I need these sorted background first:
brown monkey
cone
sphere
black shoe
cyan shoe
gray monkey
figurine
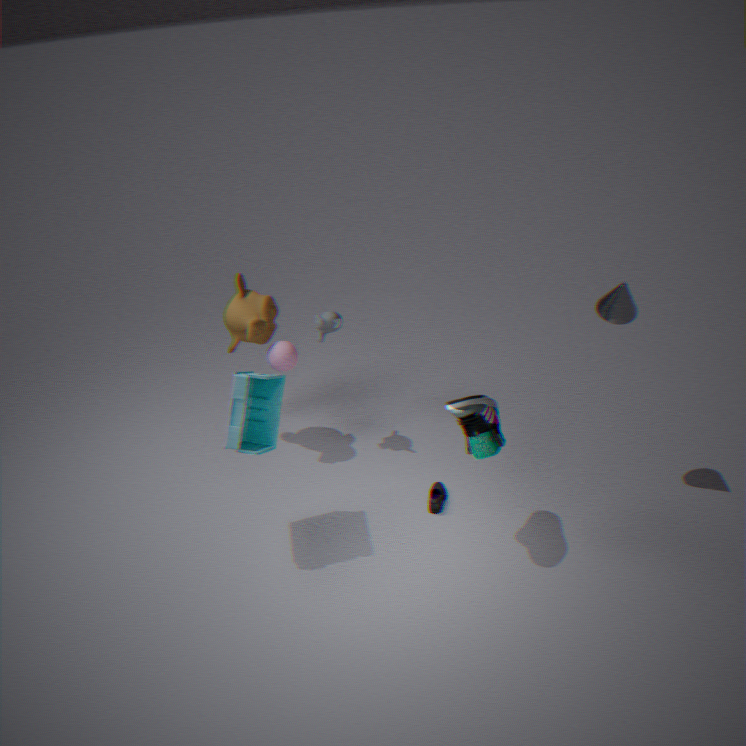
gray monkey < brown monkey < sphere < black shoe < cone < figurine < cyan shoe
